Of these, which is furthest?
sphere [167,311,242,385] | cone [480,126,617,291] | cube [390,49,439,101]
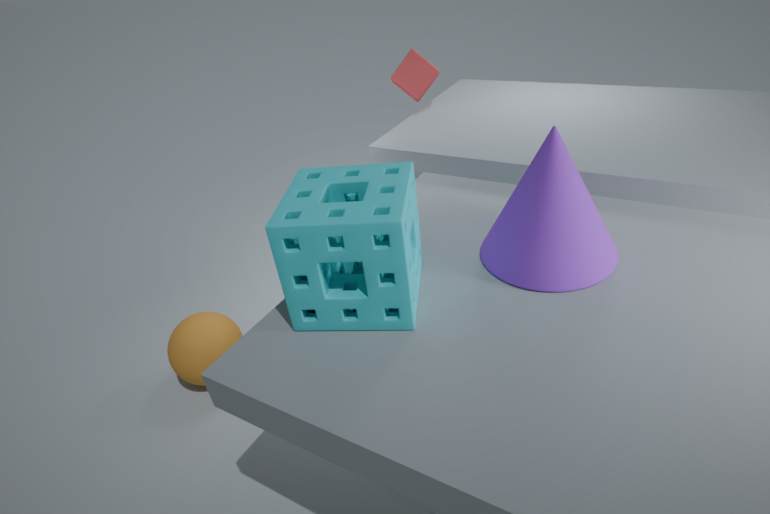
cube [390,49,439,101]
